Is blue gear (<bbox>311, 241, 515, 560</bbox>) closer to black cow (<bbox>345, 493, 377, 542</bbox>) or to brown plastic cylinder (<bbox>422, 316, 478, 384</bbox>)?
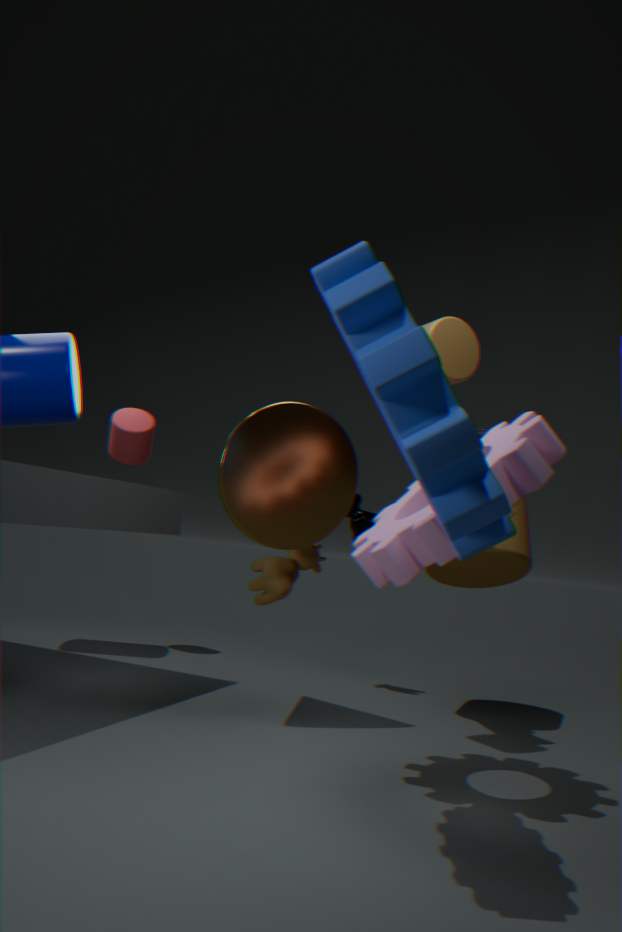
brown plastic cylinder (<bbox>422, 316, 478, 384</bbox>)
